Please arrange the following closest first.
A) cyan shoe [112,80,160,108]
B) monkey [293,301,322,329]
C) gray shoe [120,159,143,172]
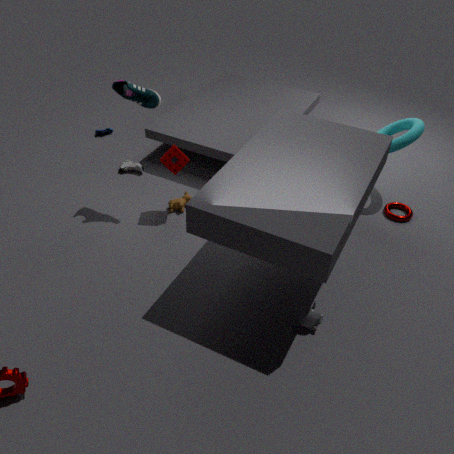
monkey [293,301,322,329] < cyan shoe [112,80,160,108] < gray shoe [120,159,143,172]
